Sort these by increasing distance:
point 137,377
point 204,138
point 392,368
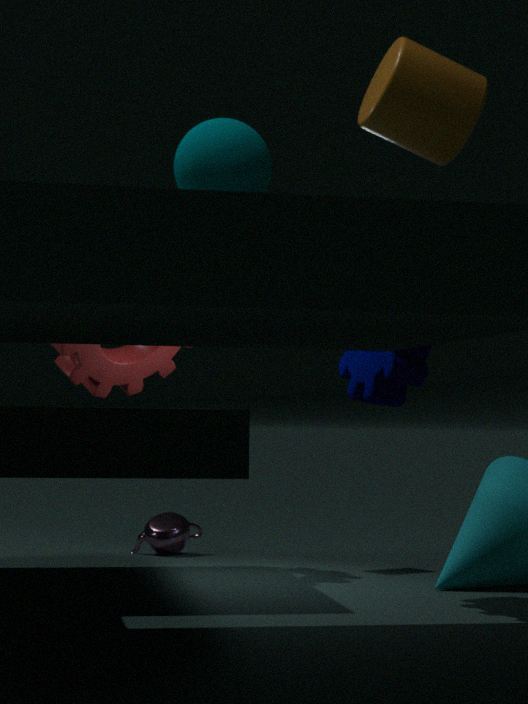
point 204,138 < point 392,368 < point 137,377
